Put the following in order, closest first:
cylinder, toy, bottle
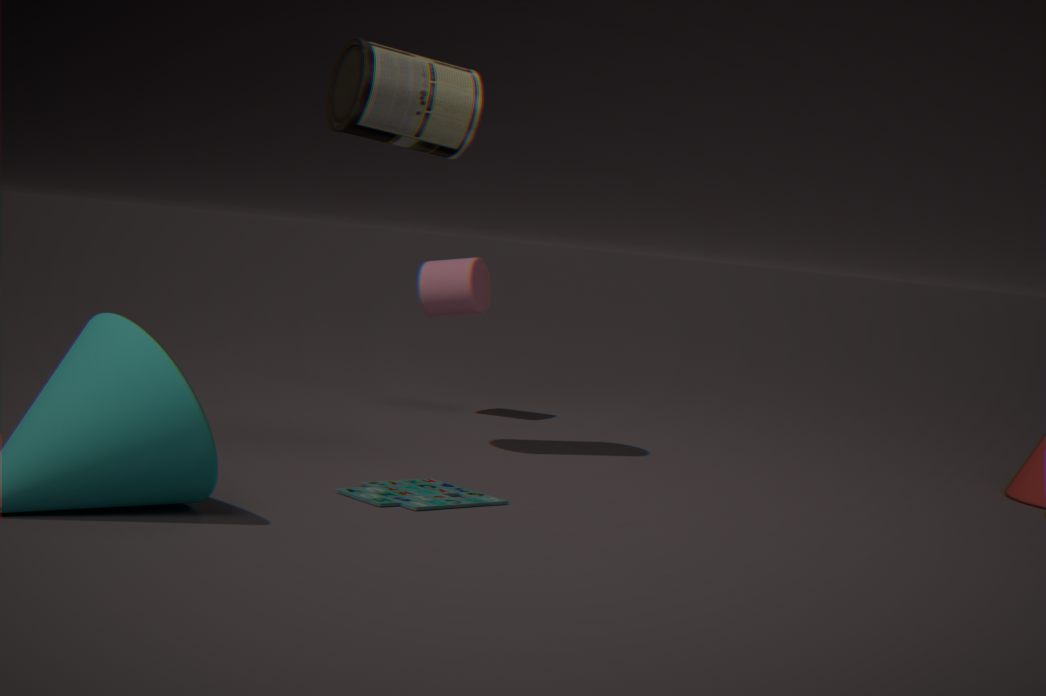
toy → bottle → cylinder
